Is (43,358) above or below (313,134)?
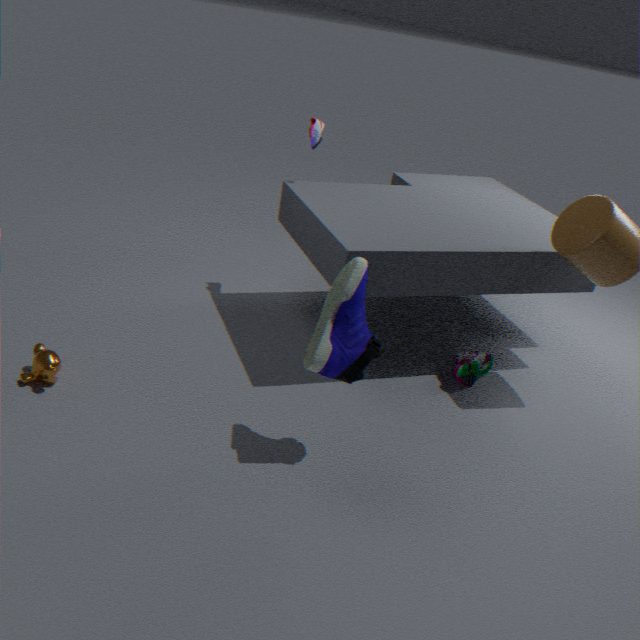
below
